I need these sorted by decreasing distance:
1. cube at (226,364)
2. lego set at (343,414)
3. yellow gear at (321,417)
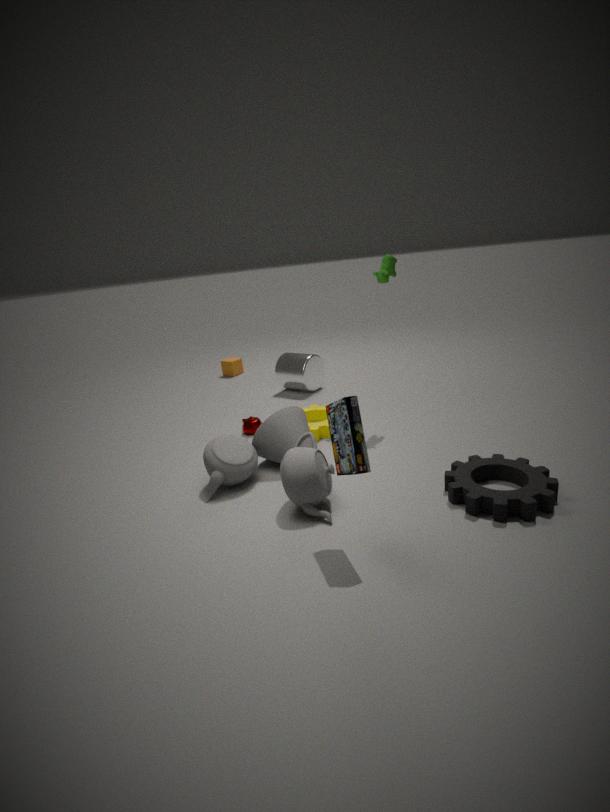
cube at (226,364)
yellow gear at (321,417)
lego set at (343,414)
